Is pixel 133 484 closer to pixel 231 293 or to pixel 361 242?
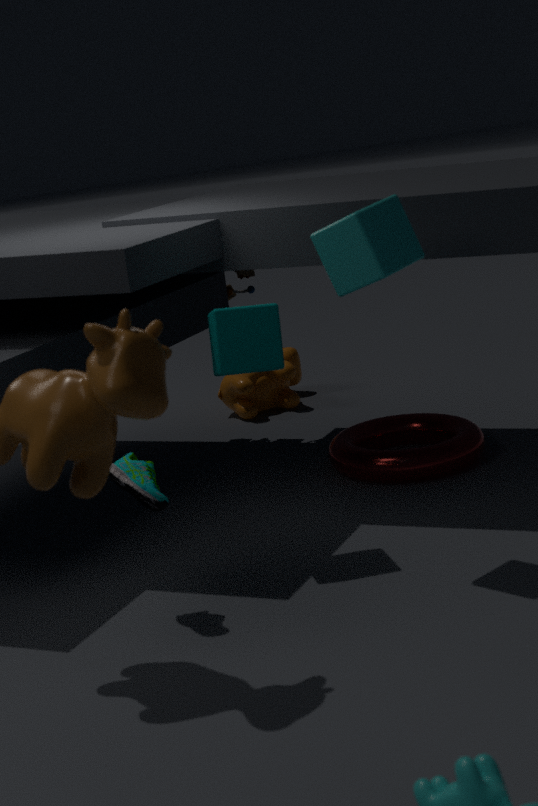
pixel 361 242
